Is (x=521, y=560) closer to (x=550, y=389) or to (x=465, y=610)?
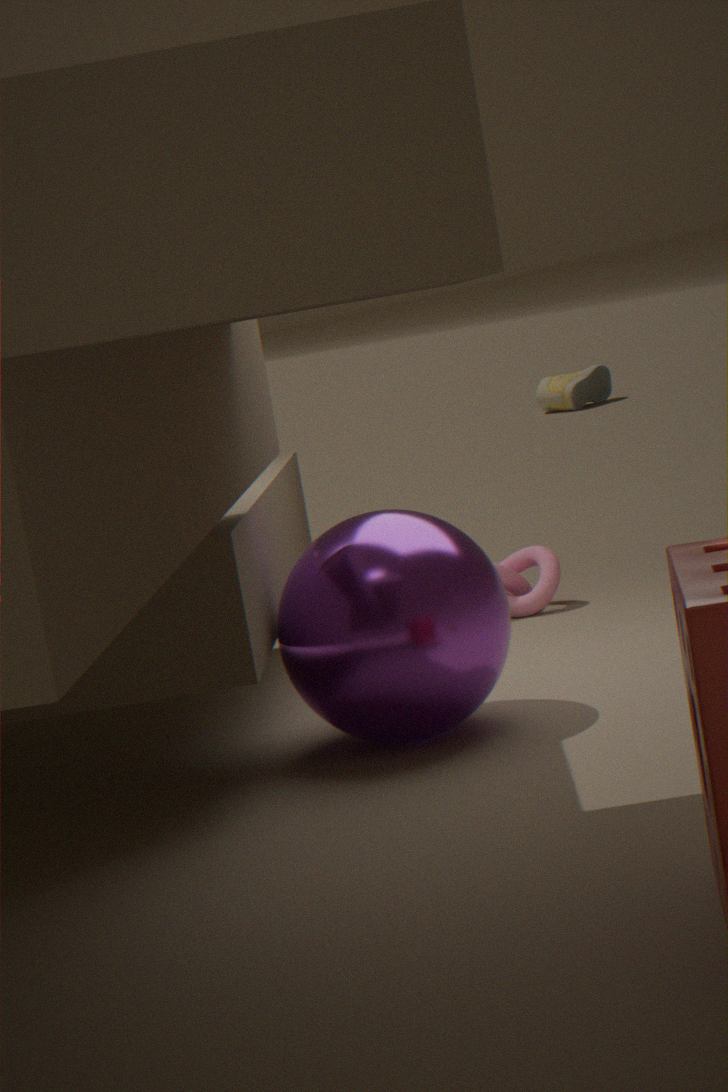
(x=465, y=610)
